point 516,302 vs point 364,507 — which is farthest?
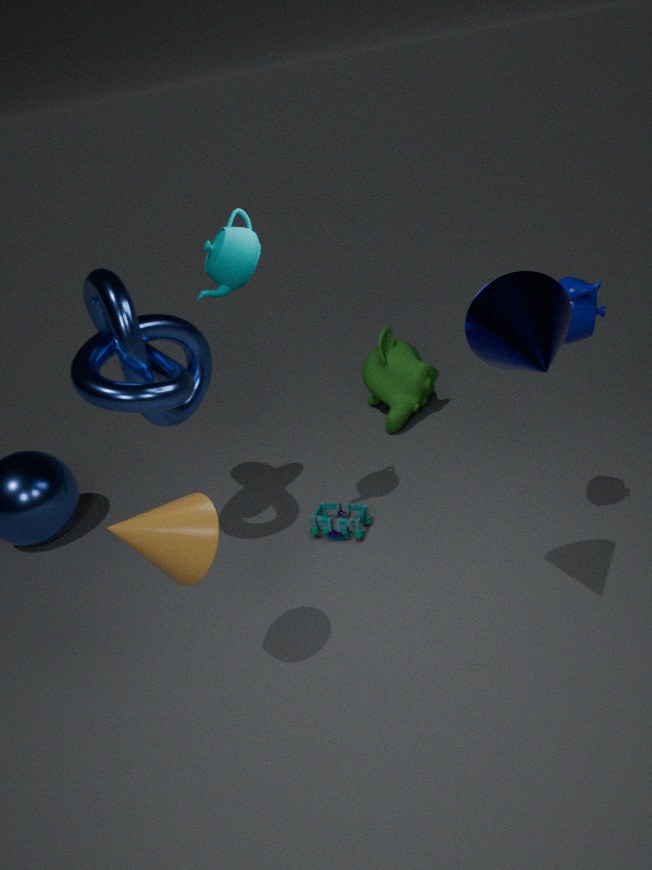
point 364,507
